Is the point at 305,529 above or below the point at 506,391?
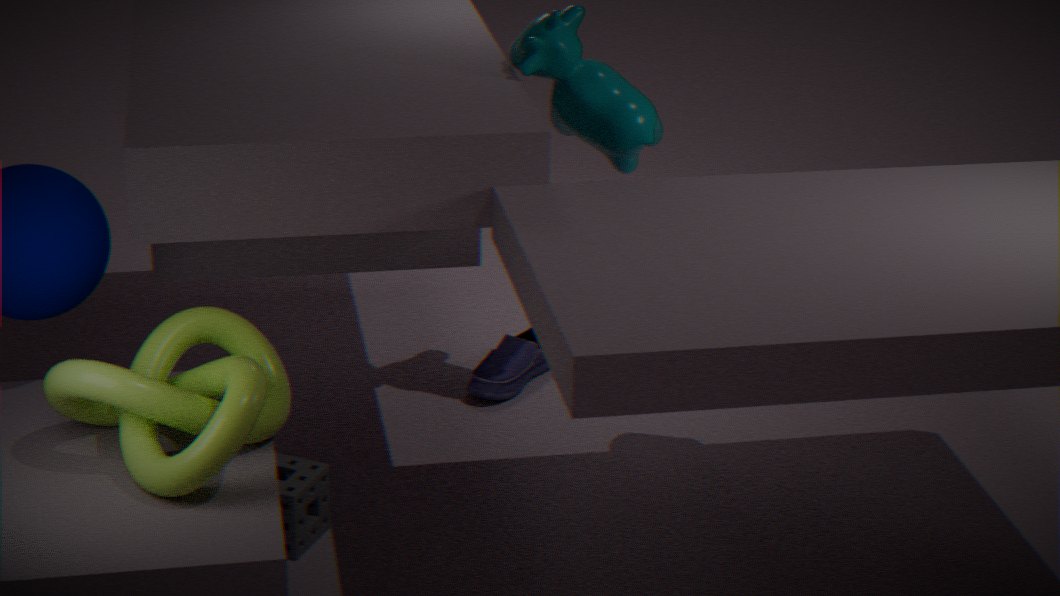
above
